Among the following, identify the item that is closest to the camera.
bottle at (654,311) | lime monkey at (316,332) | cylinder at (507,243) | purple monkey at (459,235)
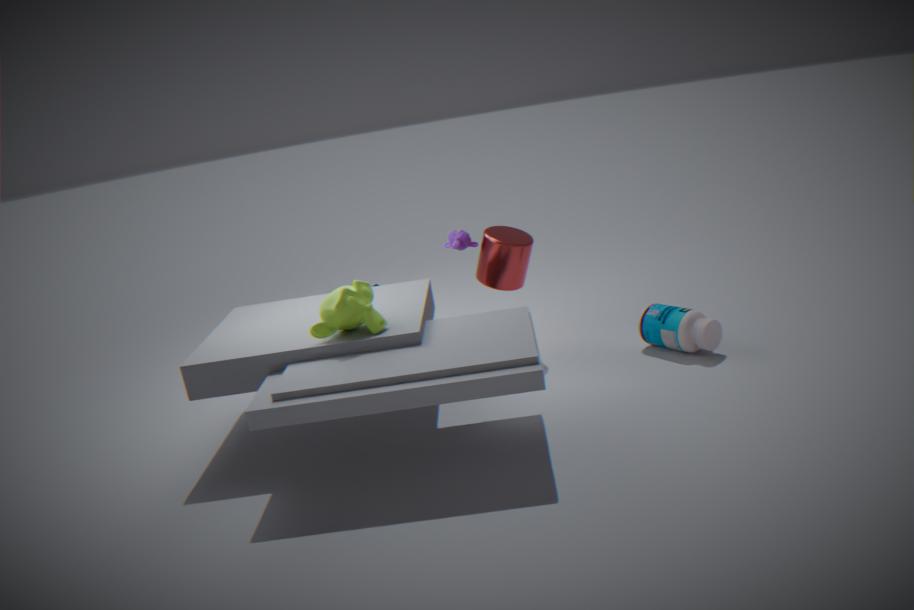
lime monkey at (316,332)
